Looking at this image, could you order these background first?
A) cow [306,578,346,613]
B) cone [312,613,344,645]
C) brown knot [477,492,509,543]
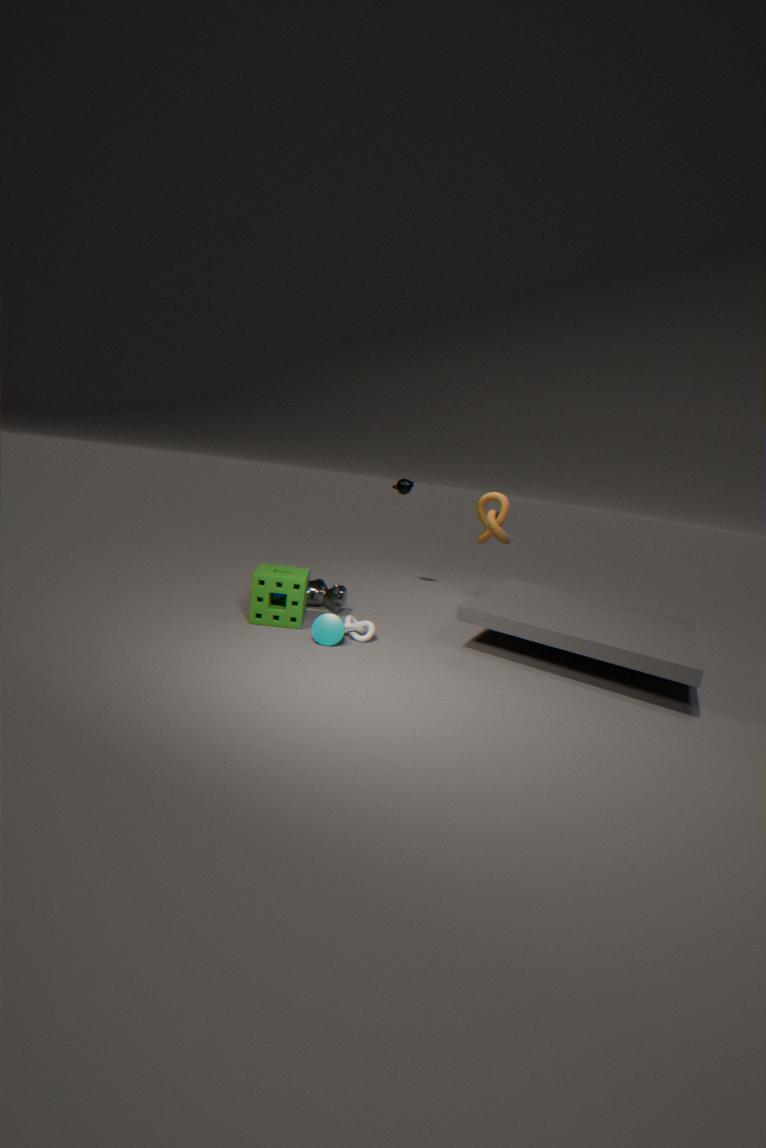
brown knot [477,492,509,543], cow [306,578,346,613], cone [312,613,344,645]
